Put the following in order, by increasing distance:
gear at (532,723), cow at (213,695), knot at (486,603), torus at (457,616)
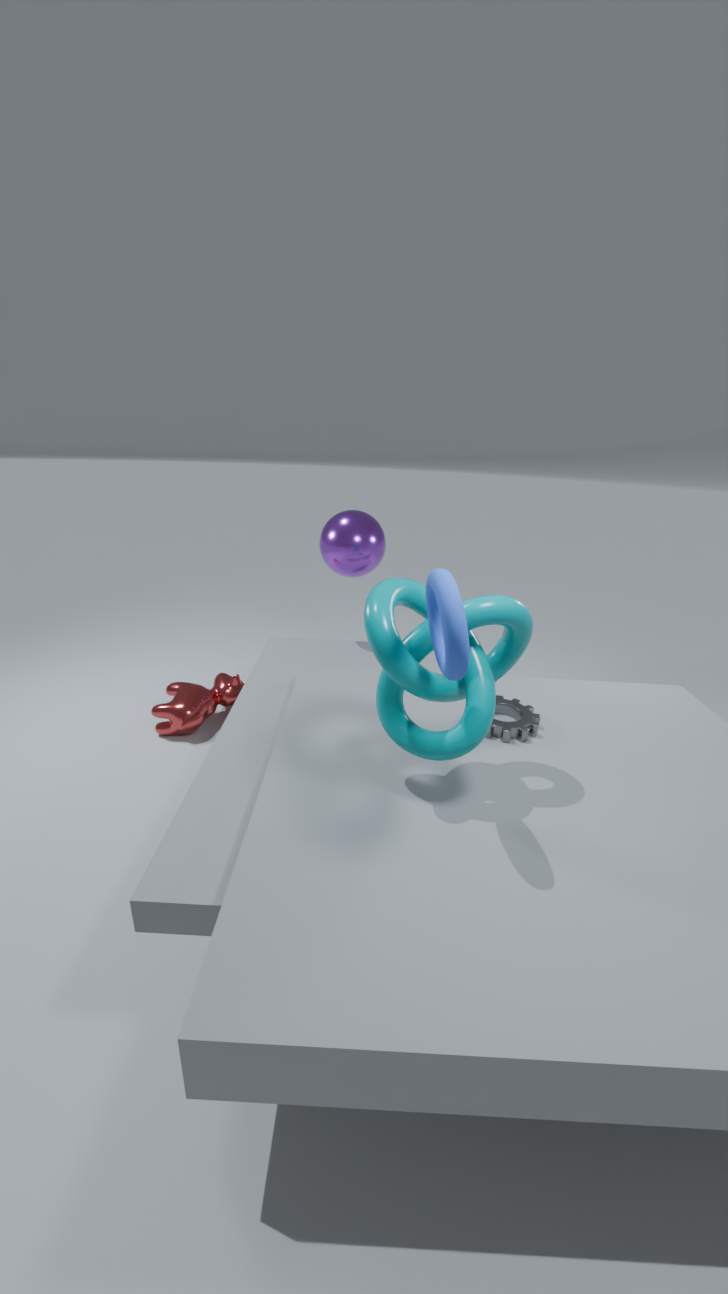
1. torus at (457,616)
2. knot at (486,603)
3. gear at (532,723)
4. cow at (213,695)
